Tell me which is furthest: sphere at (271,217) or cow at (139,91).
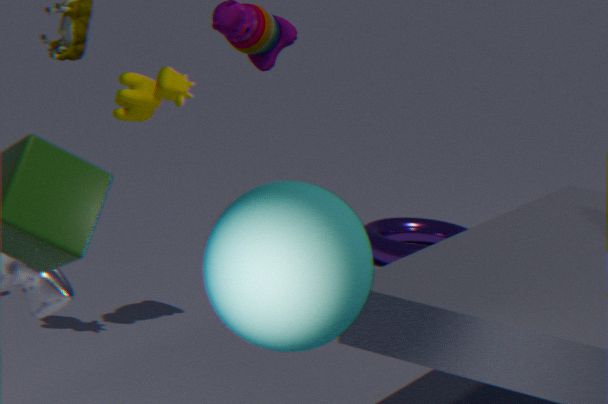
cow at (139,91)
